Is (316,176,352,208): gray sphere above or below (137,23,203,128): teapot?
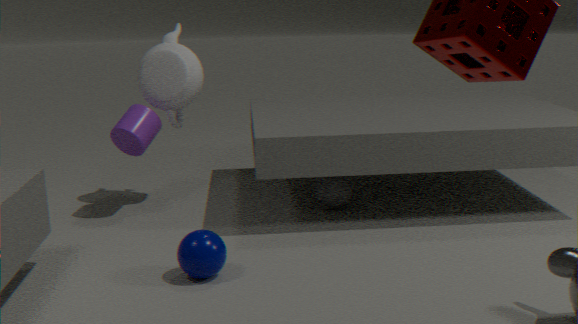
below
